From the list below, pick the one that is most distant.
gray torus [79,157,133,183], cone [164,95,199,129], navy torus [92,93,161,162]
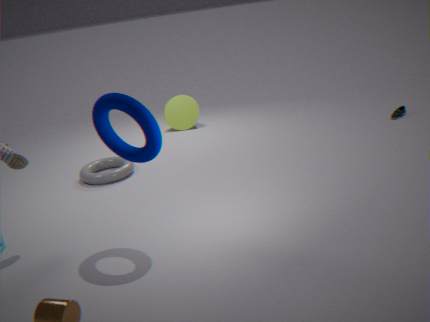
cone [164,95,199,129]
